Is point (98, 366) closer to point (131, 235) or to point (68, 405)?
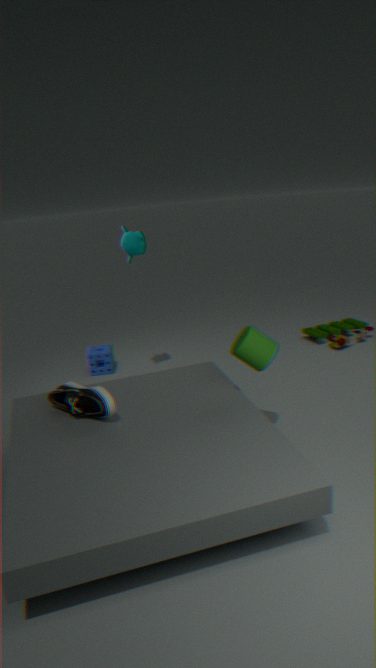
point (131, 235)
